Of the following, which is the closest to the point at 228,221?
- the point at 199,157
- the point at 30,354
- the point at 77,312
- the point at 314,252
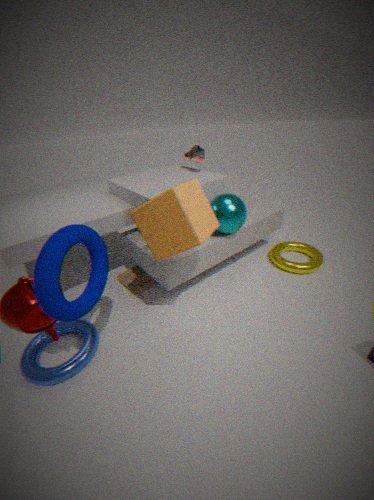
the point at 199,157
